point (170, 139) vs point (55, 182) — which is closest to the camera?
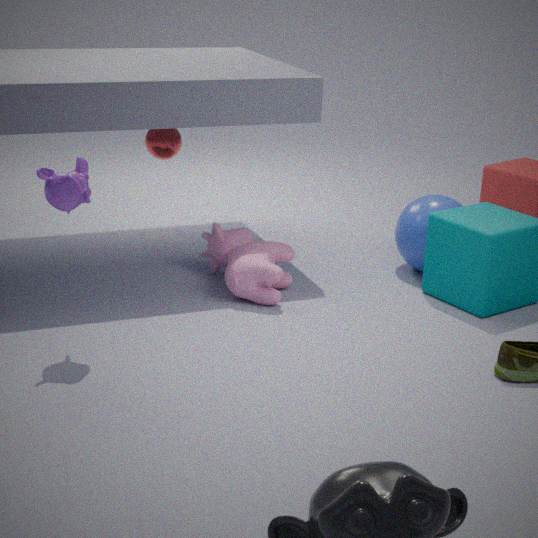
point (55, 182)
